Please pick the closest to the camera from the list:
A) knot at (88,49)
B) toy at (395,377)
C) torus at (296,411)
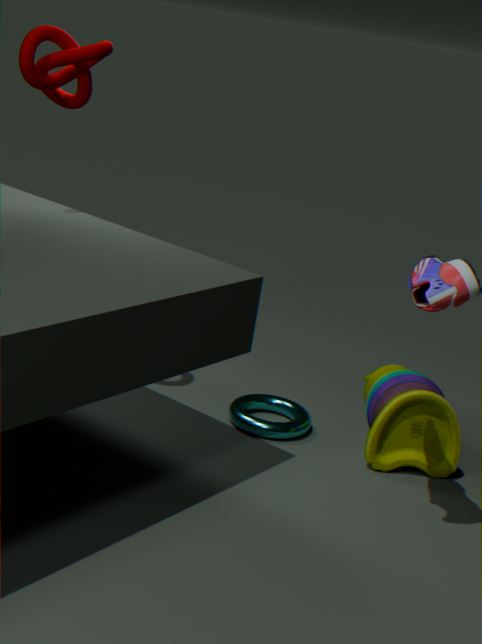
knot at (88,49)
